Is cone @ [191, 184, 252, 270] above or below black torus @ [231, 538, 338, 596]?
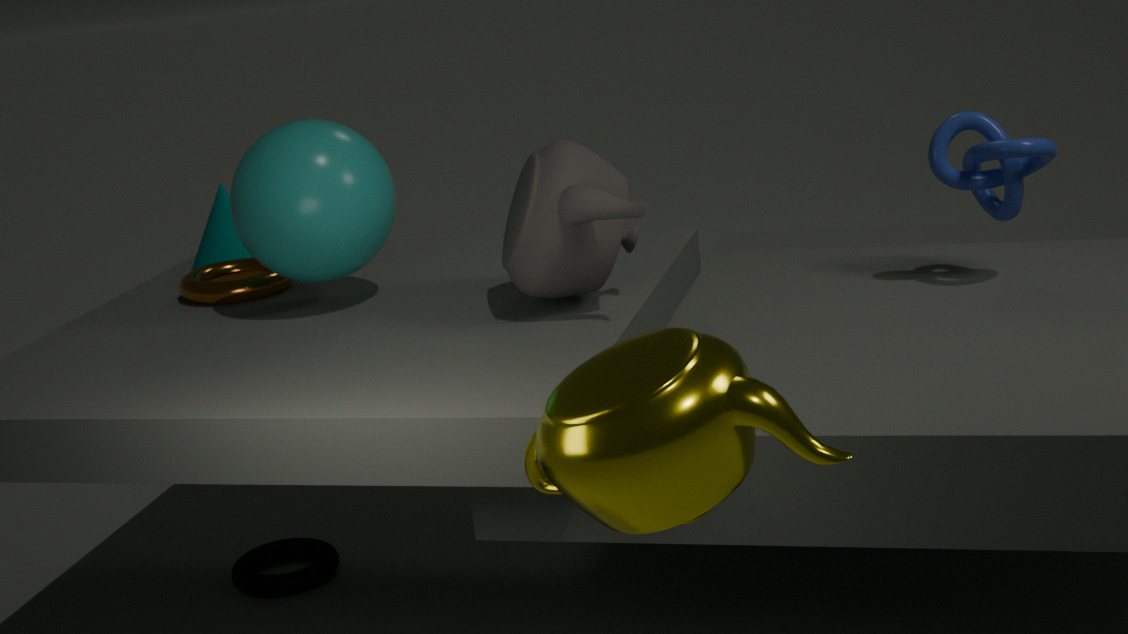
above
